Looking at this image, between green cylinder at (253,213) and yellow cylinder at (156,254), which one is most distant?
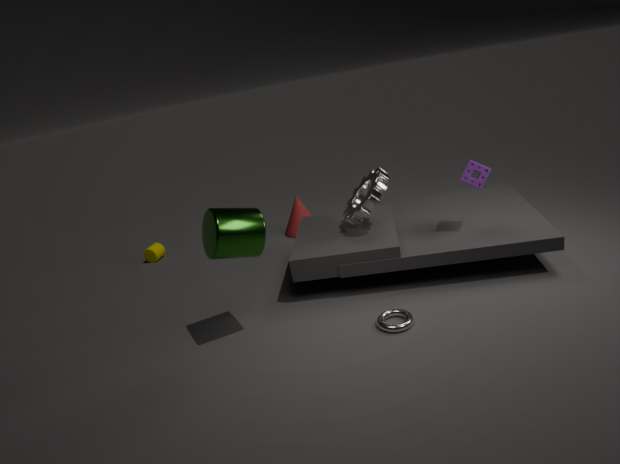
yellow cylinder at (156,254)
